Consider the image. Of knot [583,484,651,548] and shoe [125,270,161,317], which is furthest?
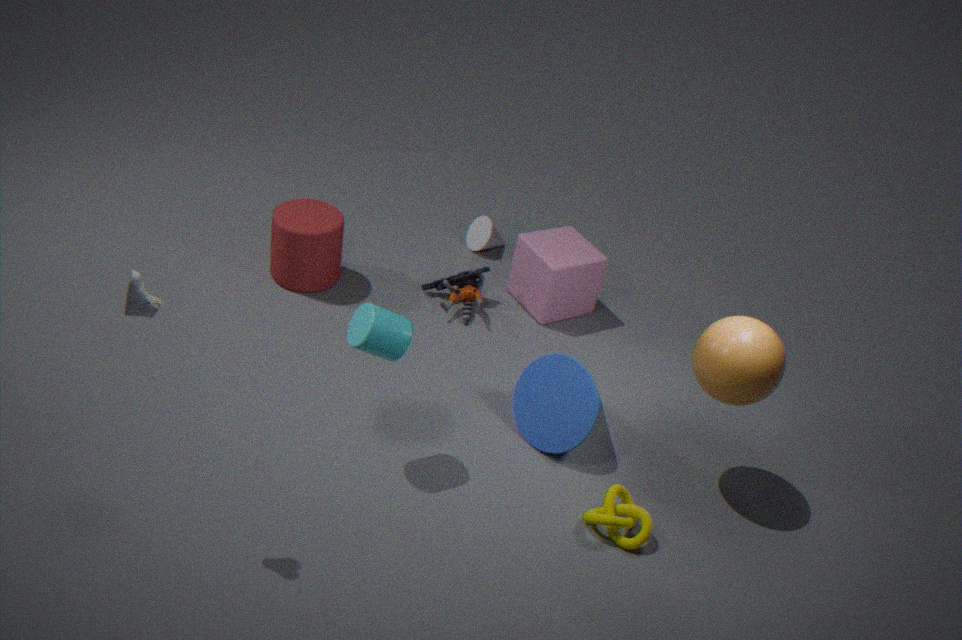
knot [583,484,651,548]
